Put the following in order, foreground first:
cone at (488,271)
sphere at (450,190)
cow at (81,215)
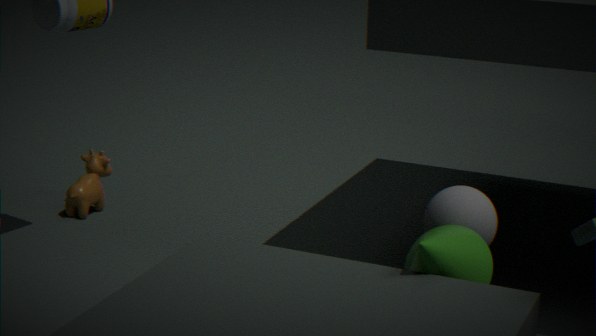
cone at (488,271) < sphere at (450,190) < cow at (81,215)
